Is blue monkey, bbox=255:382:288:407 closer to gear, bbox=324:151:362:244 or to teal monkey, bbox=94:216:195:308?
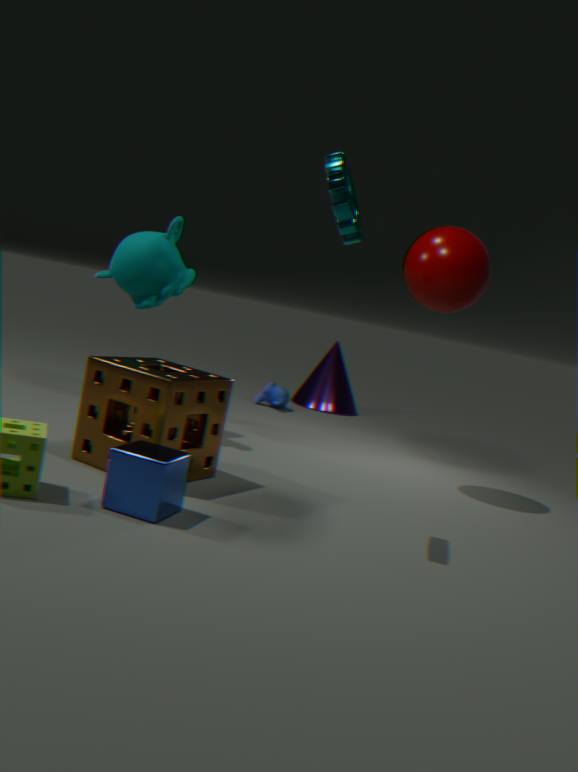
teal monkey, bbox=94:216:195:308
